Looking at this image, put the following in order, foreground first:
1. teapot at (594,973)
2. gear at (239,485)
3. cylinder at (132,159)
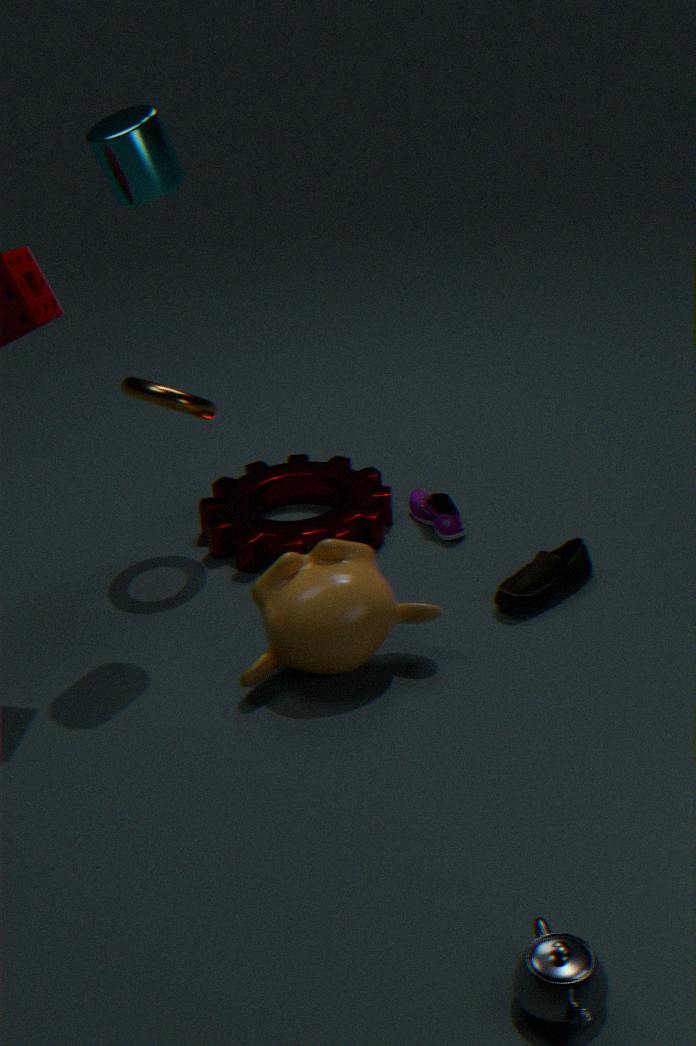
teapot at (594,973)
cylinder at (132,159)
gear at (239,485)
